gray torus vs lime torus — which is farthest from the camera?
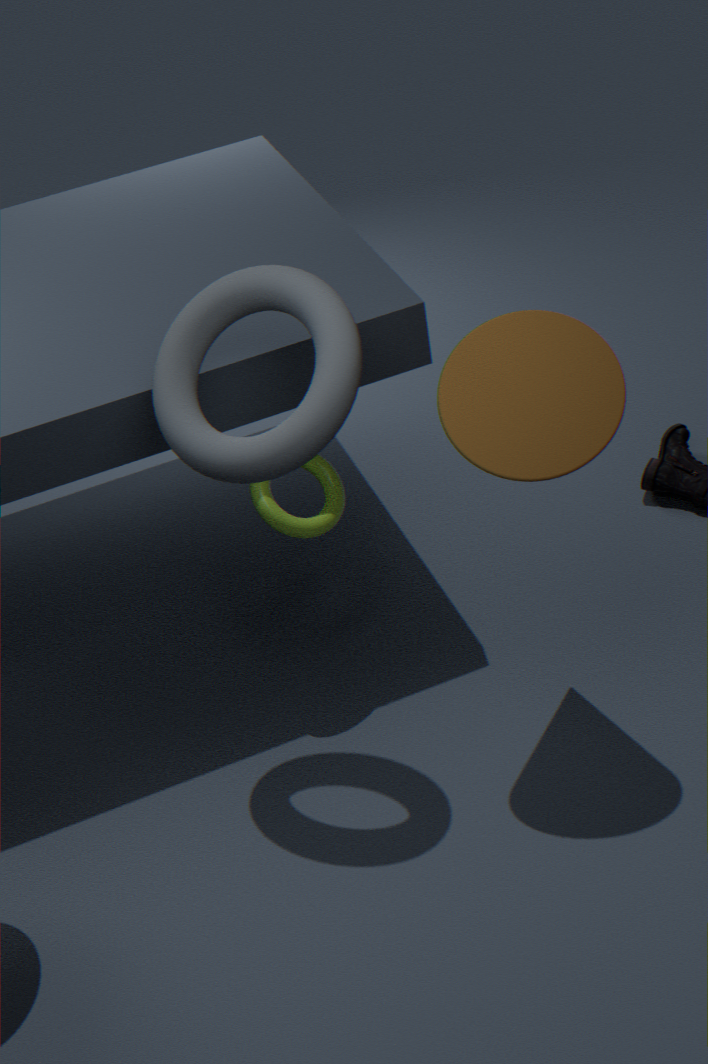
lime torus
